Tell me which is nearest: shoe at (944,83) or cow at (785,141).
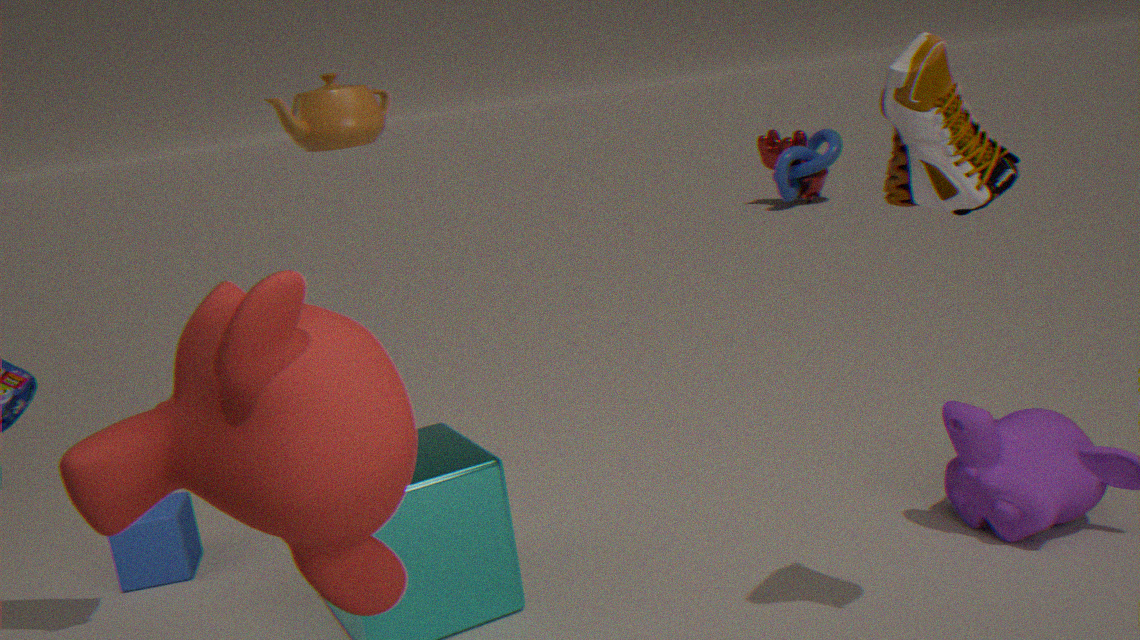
shoe at (944,83)
